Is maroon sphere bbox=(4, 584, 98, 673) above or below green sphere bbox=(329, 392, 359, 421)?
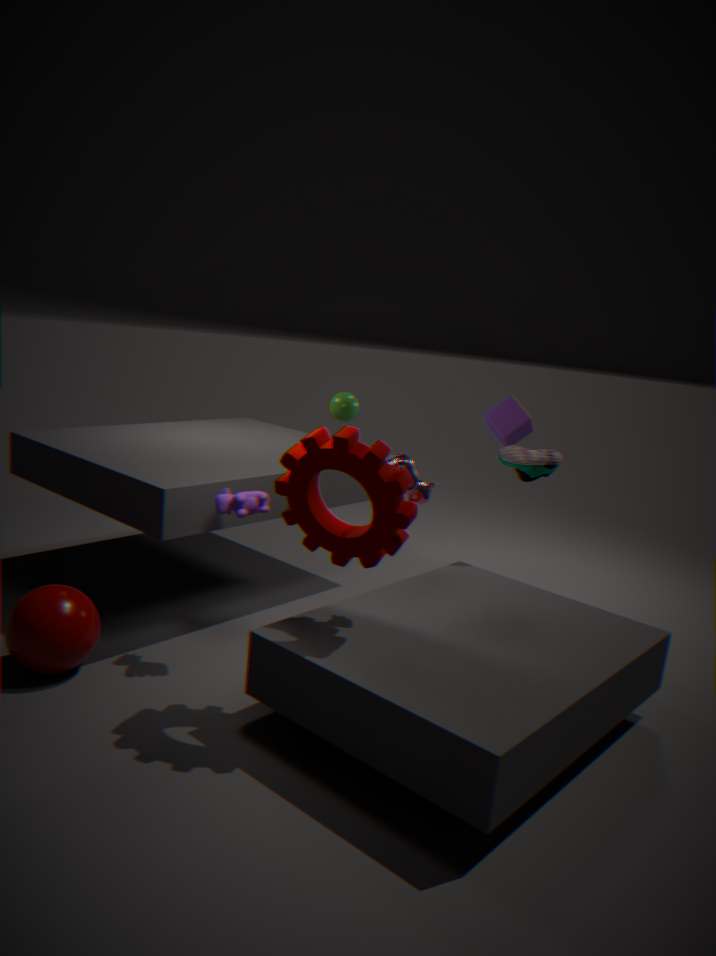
below
